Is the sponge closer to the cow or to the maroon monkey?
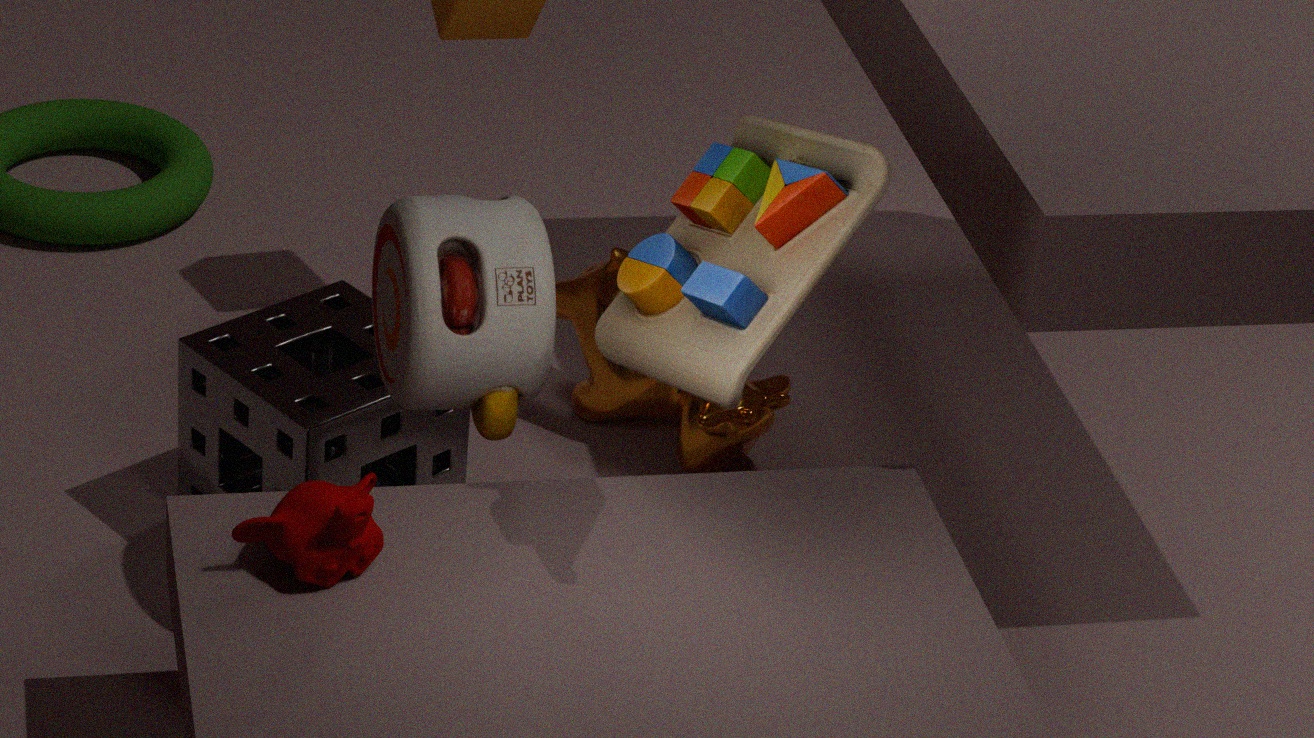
the maroon monkey
